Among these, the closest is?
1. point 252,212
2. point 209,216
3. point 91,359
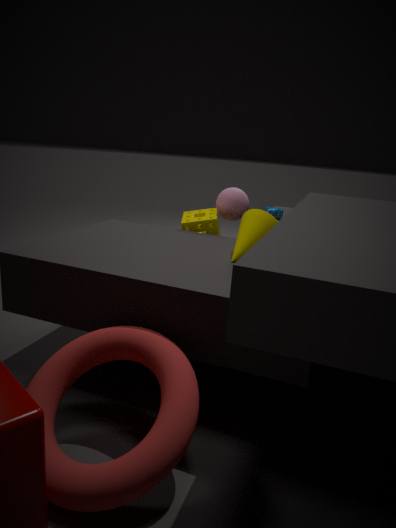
point 91,359
